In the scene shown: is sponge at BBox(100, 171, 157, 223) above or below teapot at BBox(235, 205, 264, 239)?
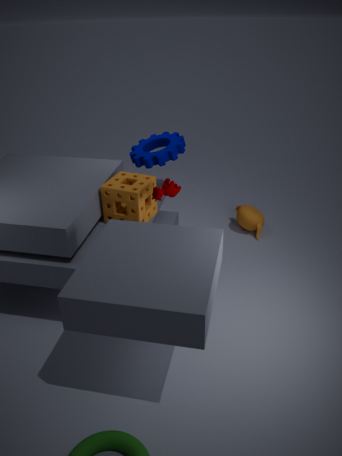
above
